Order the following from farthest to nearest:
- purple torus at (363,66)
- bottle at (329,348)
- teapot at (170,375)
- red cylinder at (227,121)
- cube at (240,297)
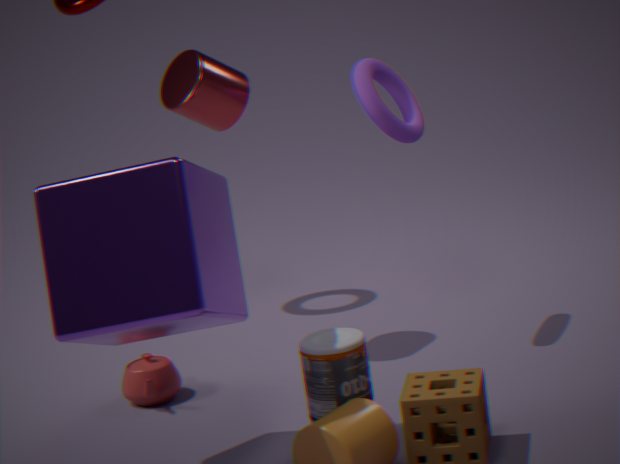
teapot at (170,375) → red cylinder at (227,121) → purple torus at (363,66) → bottle at (329,348) → cube at (240,297)
